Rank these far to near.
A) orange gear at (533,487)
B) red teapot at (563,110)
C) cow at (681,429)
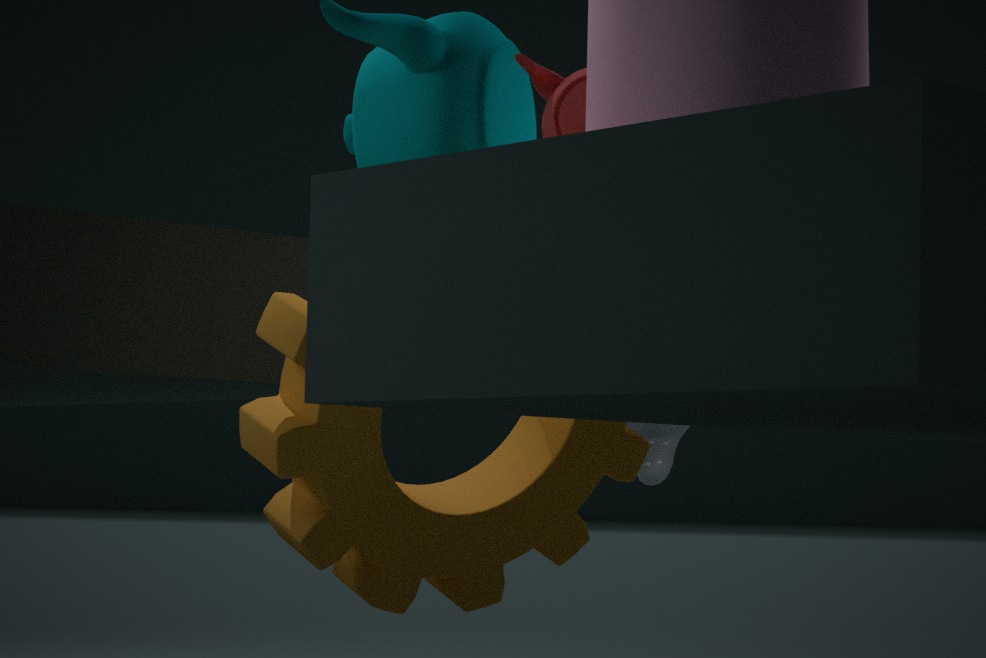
cow at (681,429)
red teapot at (563,110)
orange gear at (533,487)
